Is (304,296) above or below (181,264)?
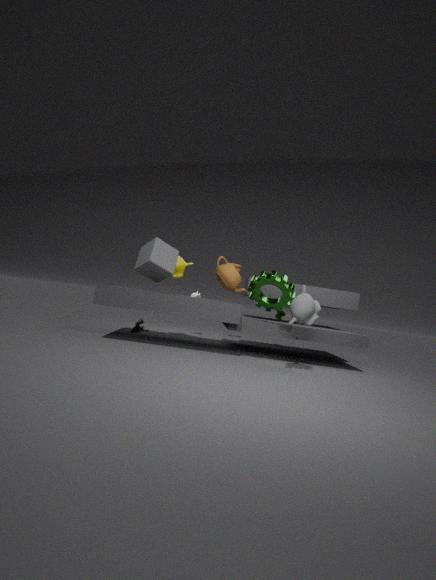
below
